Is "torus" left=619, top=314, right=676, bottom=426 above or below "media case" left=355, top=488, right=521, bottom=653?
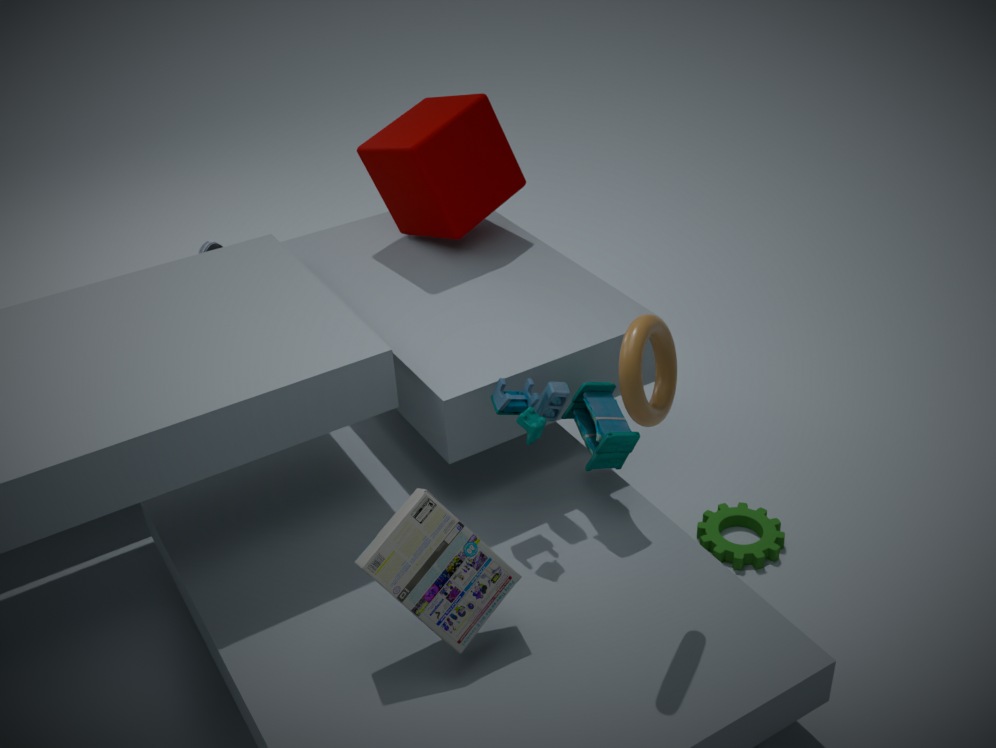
above
